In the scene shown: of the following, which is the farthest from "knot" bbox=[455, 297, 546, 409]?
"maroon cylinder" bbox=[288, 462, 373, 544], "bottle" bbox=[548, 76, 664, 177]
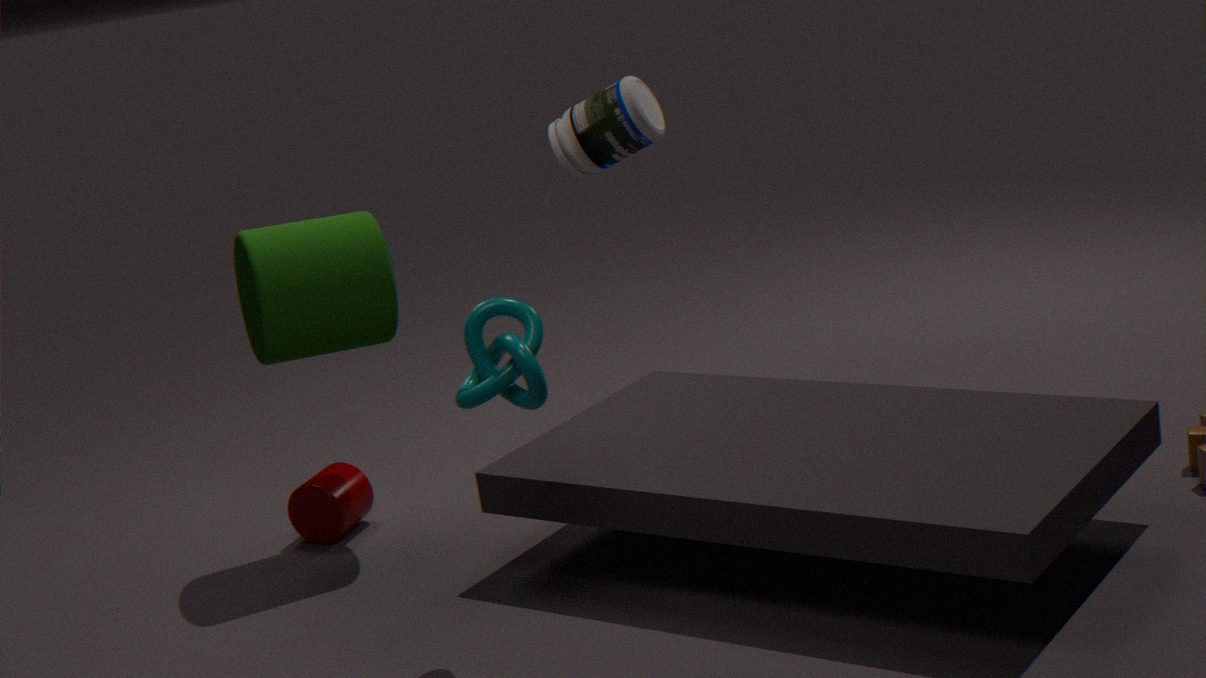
"bottle" bbox=[548, 76, 664, 177]
